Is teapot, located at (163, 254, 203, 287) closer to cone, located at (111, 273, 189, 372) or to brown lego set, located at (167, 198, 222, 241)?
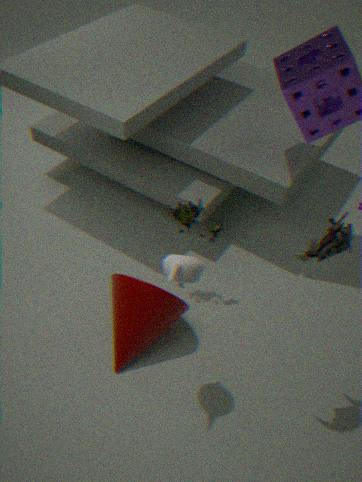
cone, located at (111, 273, 189, 372)
